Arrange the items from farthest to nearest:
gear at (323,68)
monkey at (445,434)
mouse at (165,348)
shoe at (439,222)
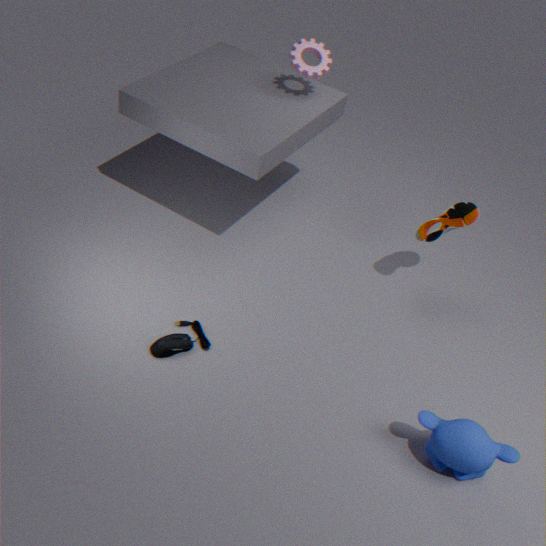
gear at (323,68), shoe at (439,222), mouse at (165,348), monkey at (445,434)
